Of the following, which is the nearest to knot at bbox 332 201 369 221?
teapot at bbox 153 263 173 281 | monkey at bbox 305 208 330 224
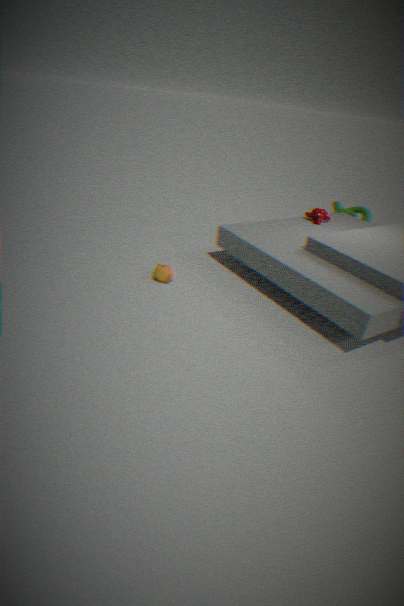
monkey at bbox 305 208 330 224
